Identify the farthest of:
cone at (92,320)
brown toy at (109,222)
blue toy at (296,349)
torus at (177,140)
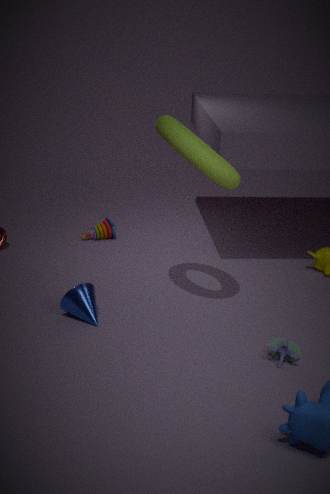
brown toy at (109,222)
